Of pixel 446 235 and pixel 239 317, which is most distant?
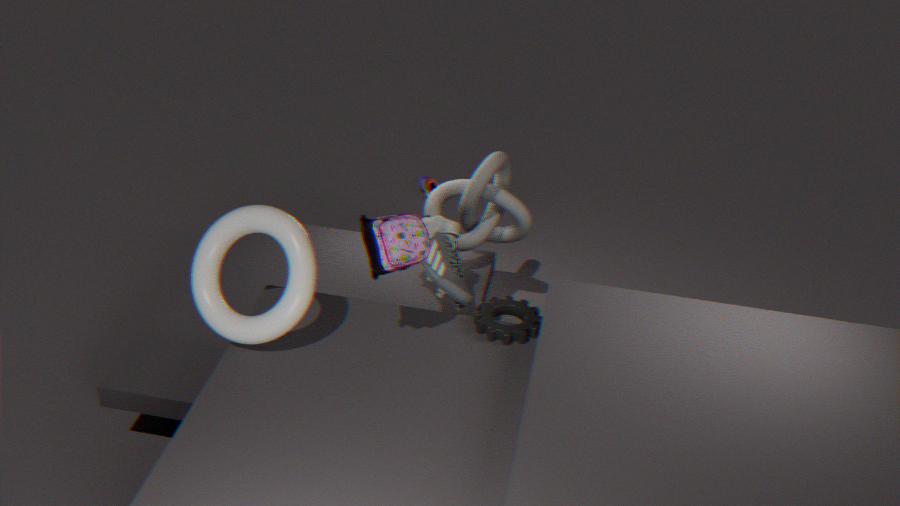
pixel 446 235
